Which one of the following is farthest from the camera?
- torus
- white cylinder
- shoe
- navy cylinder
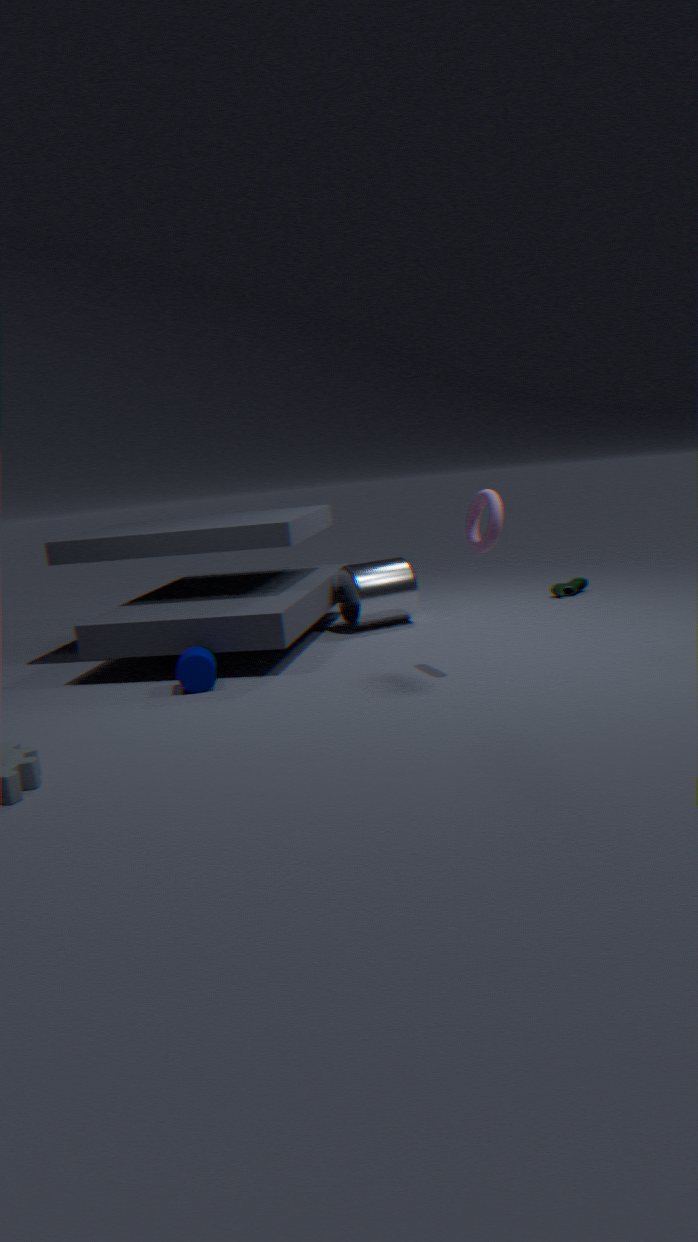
shoe
